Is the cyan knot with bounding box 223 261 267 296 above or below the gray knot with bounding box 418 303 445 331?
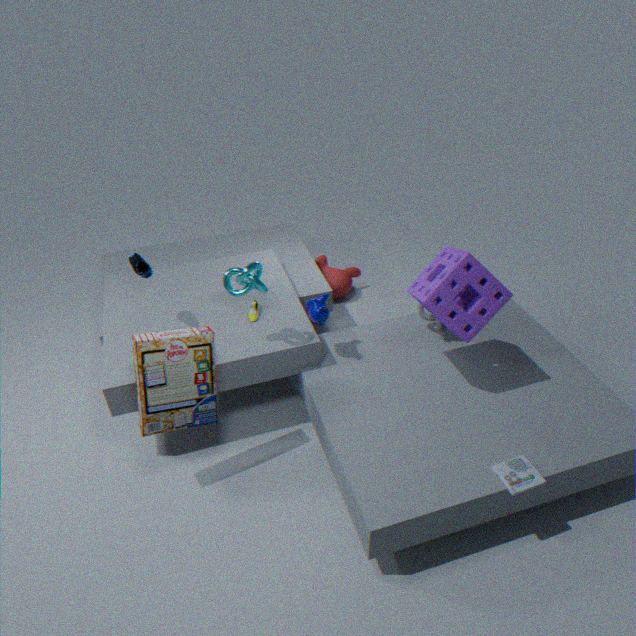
above
